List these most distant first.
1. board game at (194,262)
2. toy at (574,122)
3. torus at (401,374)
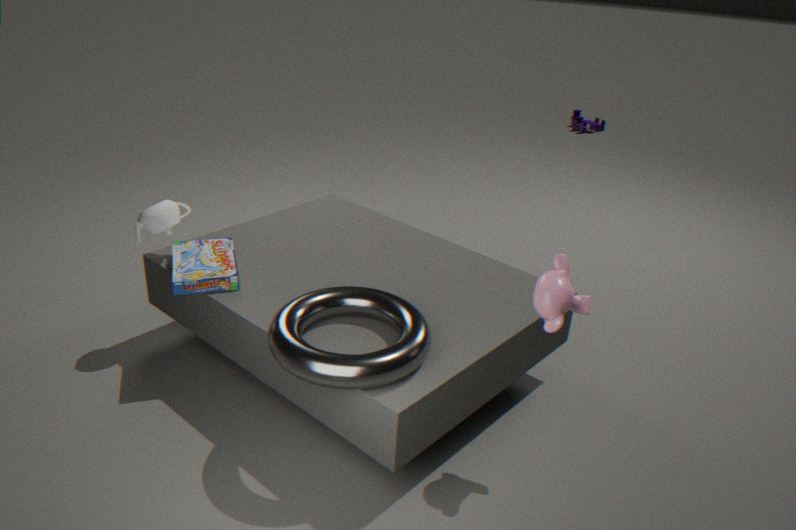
toy at (574,122) < board game at (194,262) < torus at (401,374)
